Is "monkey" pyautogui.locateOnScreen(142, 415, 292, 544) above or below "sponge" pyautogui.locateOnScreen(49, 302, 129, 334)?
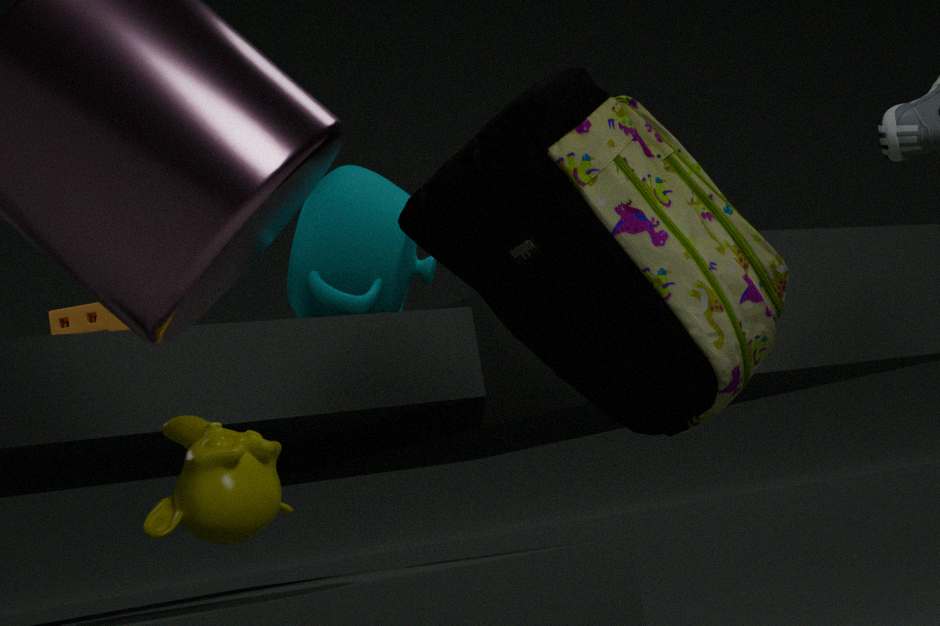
below
